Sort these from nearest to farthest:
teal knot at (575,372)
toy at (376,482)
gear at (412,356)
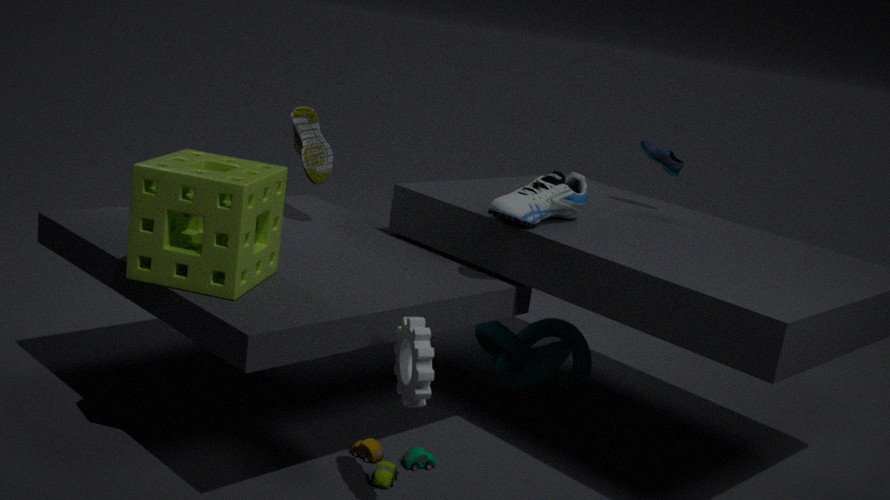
gear at (412,356), toy at (376,482), teal knot at (575,372)
